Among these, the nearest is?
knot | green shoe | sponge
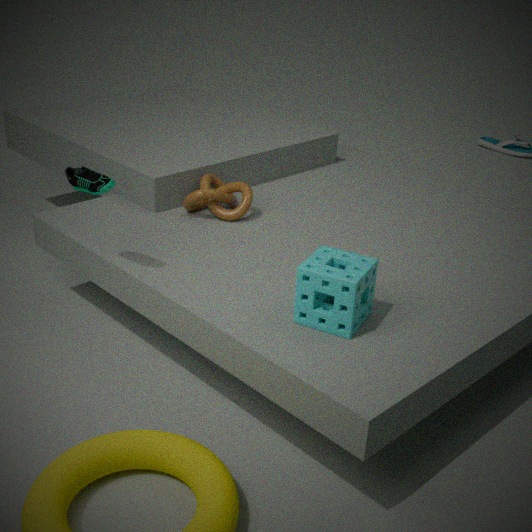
sponge
